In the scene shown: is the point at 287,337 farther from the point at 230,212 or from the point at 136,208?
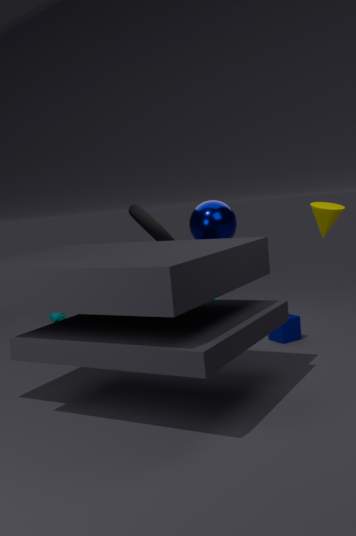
the point at 136,208
